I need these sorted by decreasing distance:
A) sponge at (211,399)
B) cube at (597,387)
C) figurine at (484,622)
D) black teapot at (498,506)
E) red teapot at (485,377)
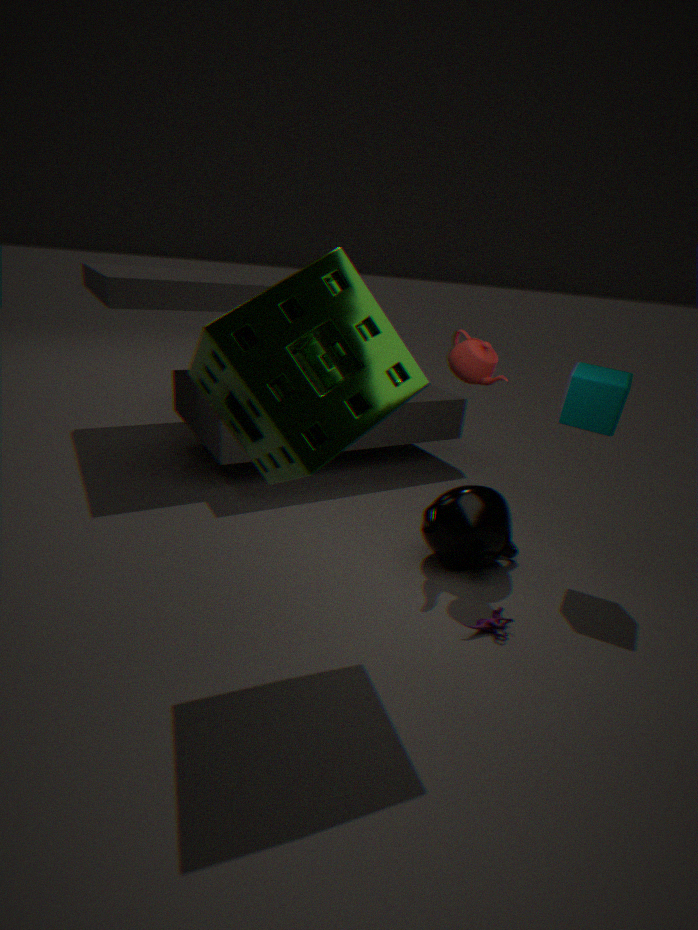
black teapot at (498,506), red teapot at (485,377), cube at (597,387), figurine at (484,622), sponge at (211,399)
